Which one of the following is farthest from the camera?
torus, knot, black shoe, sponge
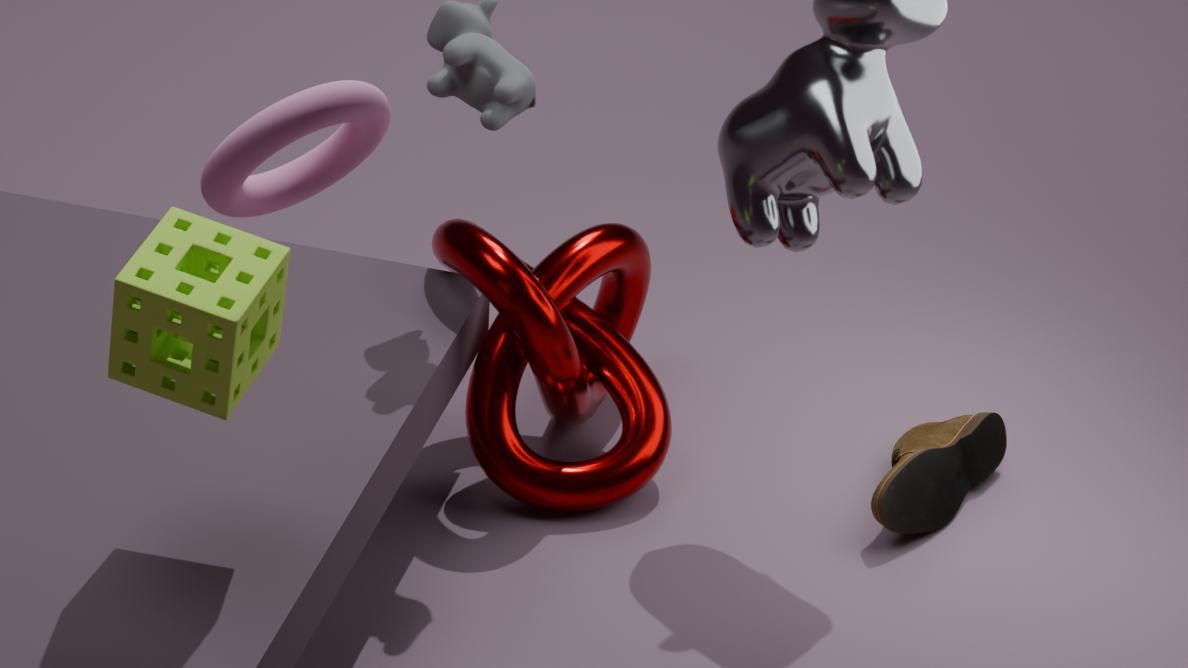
black shoe
